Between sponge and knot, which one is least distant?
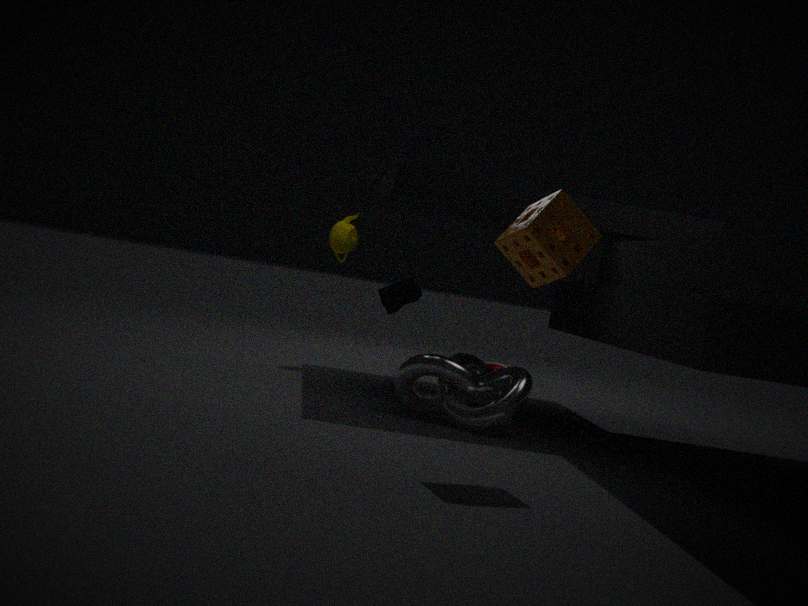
sponge
